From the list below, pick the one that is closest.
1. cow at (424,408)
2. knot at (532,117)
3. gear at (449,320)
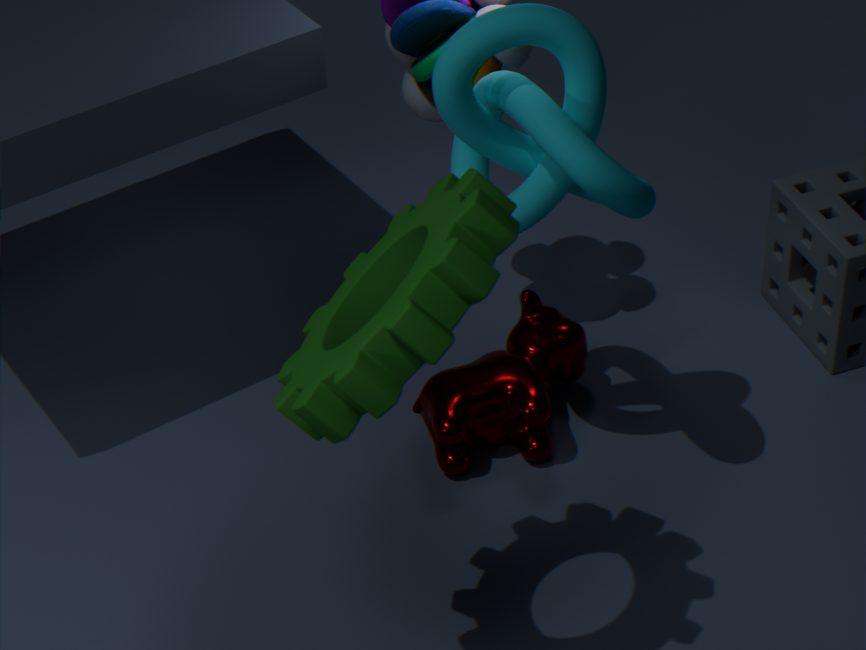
gear at (449,320)
